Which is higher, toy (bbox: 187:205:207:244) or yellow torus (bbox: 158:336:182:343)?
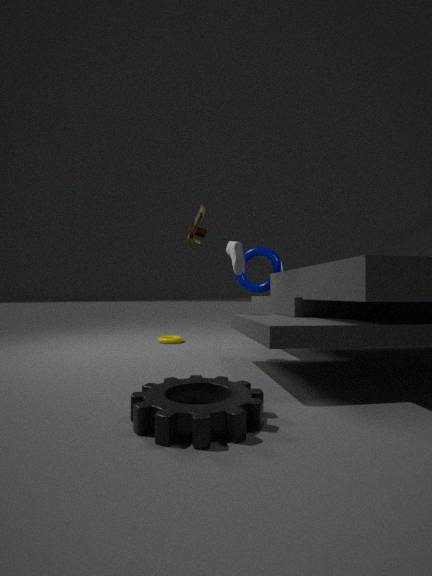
toy (bbox: 187:205:207:244)
